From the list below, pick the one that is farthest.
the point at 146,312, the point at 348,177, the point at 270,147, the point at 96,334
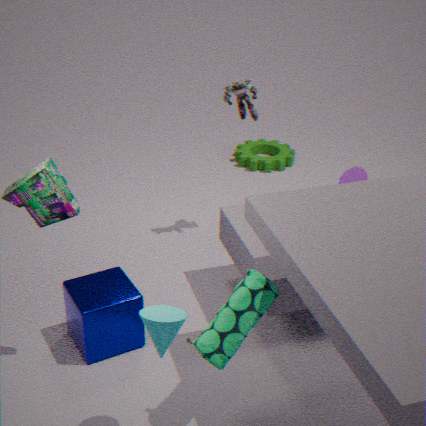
the point at 270,147
